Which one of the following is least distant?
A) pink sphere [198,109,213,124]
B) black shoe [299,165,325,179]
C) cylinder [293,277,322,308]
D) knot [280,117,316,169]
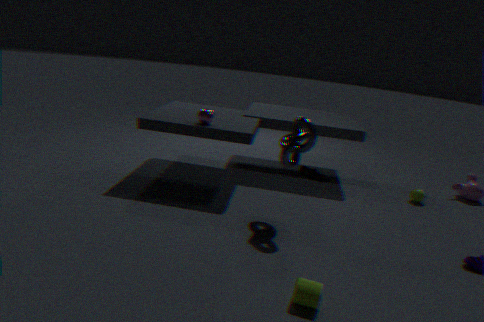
cylinder [293,277,322,308]
